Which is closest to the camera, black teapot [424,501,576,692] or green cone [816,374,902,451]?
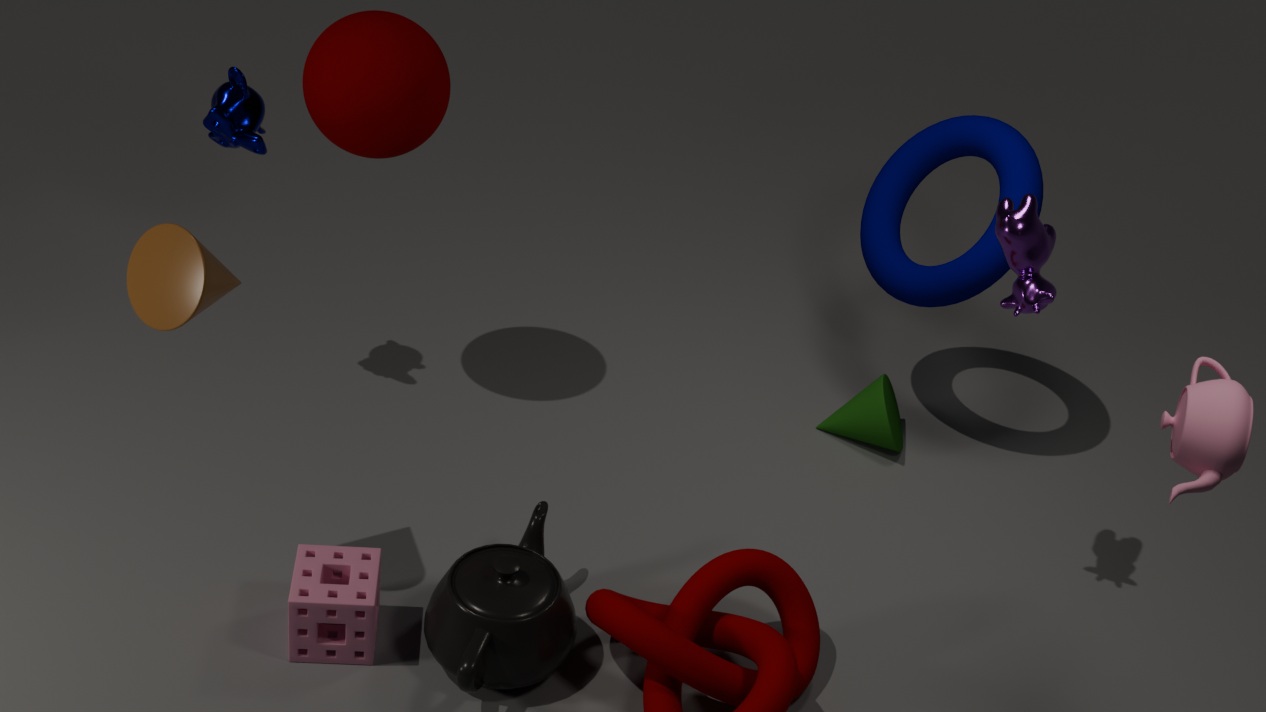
black teapot [424,501,576,692]
